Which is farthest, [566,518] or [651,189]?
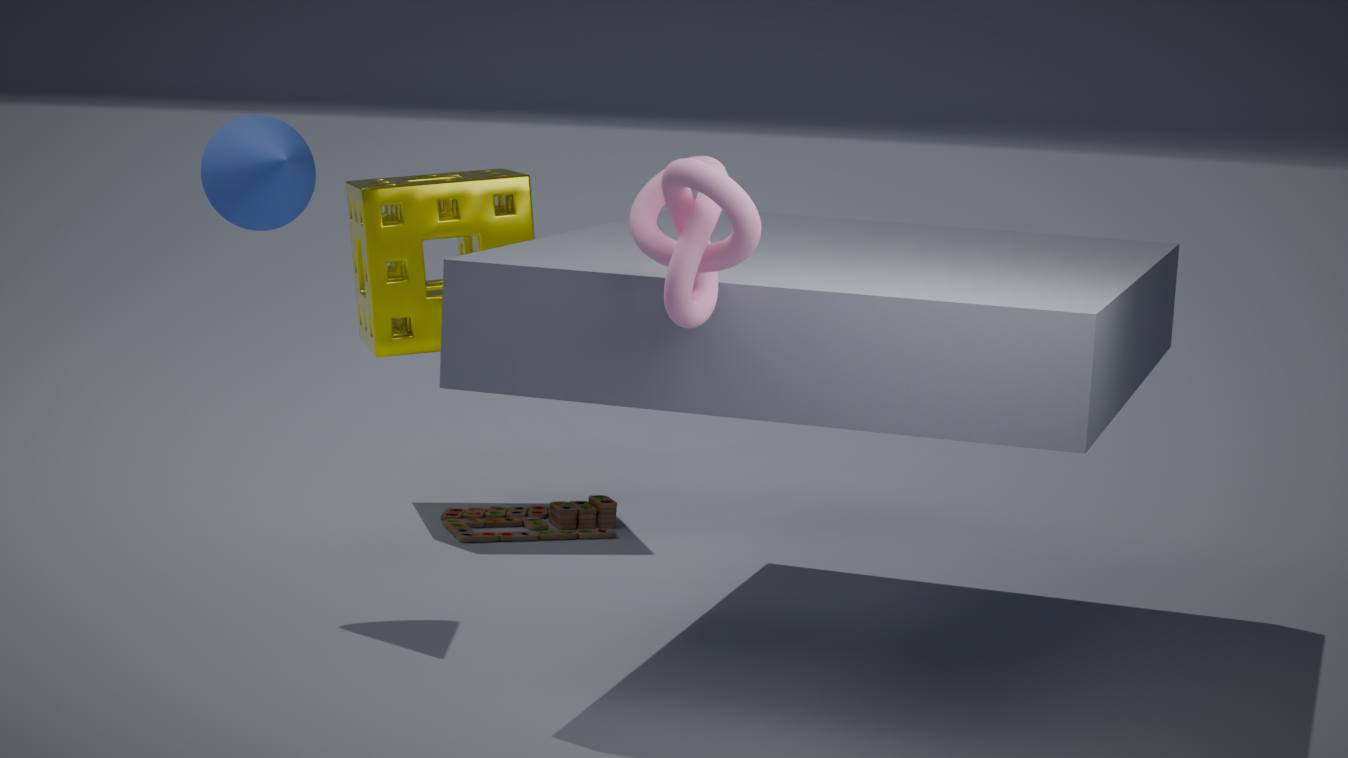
[566,518]
